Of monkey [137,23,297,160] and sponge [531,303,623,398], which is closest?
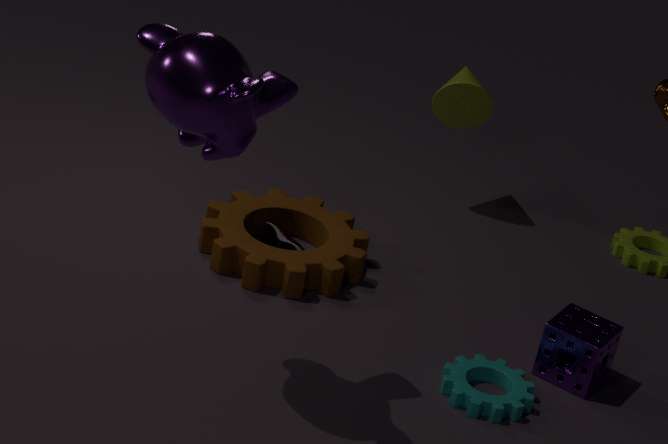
monkey [137,23,297,160]
